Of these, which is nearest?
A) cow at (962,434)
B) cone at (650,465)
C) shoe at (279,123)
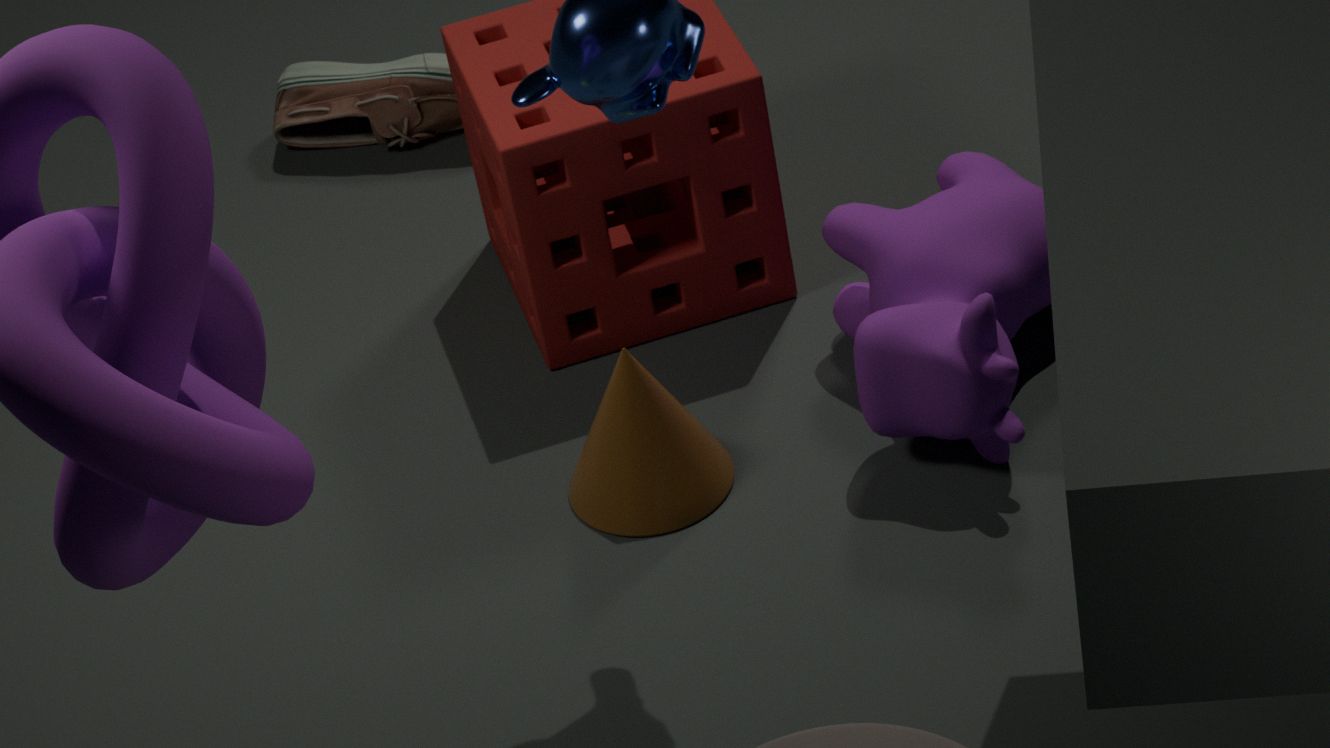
cow at (962,434)
